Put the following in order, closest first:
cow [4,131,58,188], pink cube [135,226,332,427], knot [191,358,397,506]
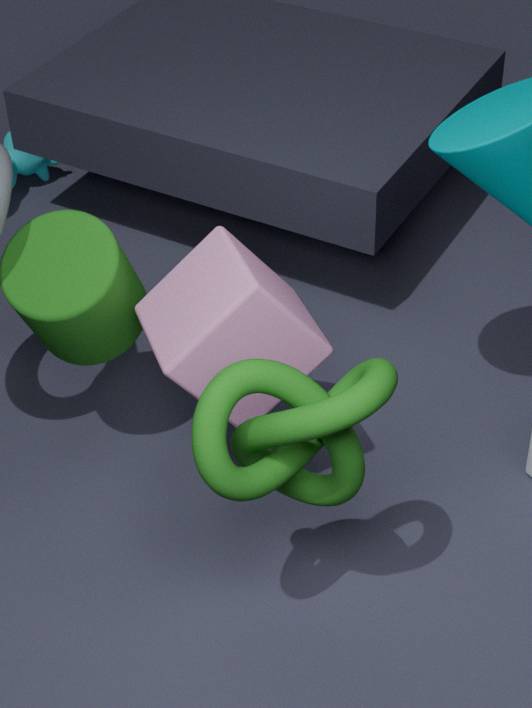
knot [191,358,397,506], pink cube [135,226,332,427], cow [4,131,58,188]
